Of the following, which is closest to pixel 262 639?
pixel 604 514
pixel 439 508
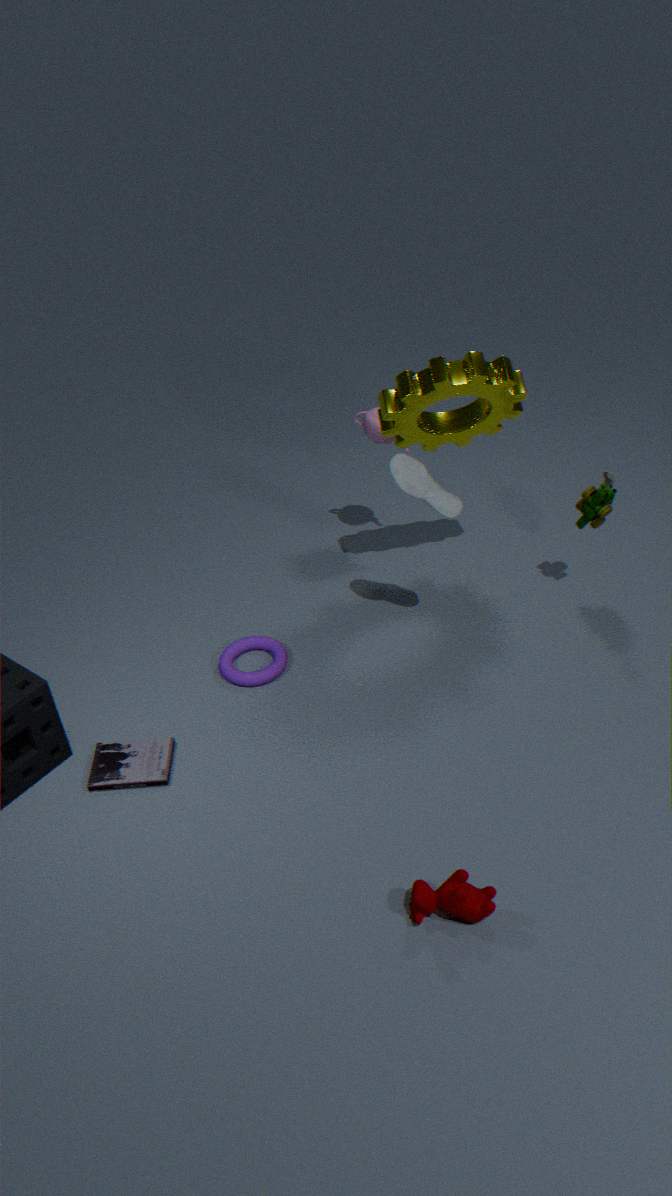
pixel 439 508
